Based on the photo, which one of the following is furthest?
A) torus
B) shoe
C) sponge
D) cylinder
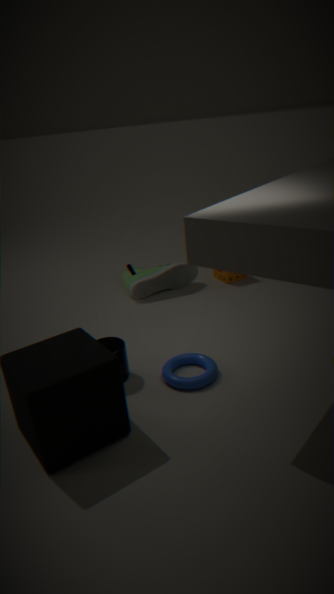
sponge
